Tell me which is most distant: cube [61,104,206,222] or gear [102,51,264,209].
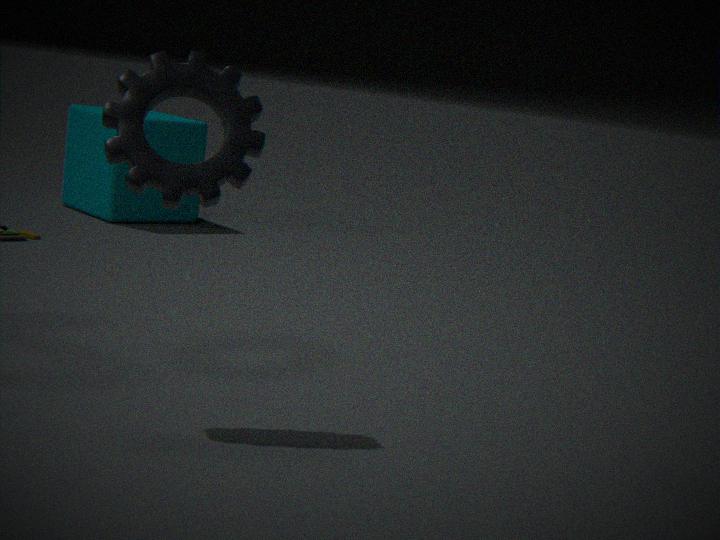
cube [61,104,206,222]
